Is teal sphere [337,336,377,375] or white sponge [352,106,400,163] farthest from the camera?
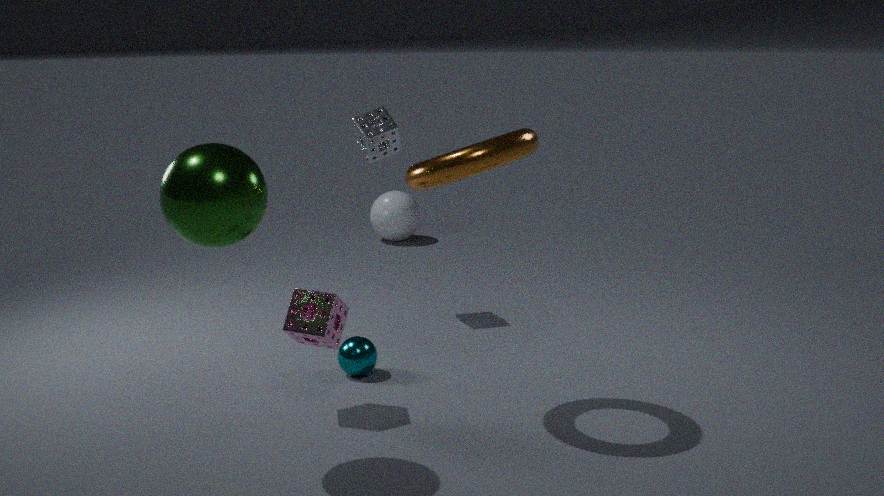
white sponge [352,106,400,163]
